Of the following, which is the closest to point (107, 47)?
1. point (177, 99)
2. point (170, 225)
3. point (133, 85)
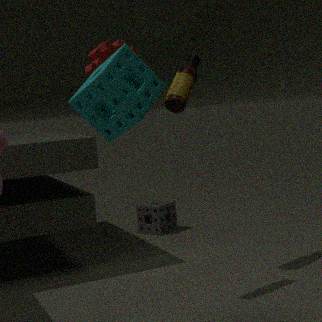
point (177, 99)
